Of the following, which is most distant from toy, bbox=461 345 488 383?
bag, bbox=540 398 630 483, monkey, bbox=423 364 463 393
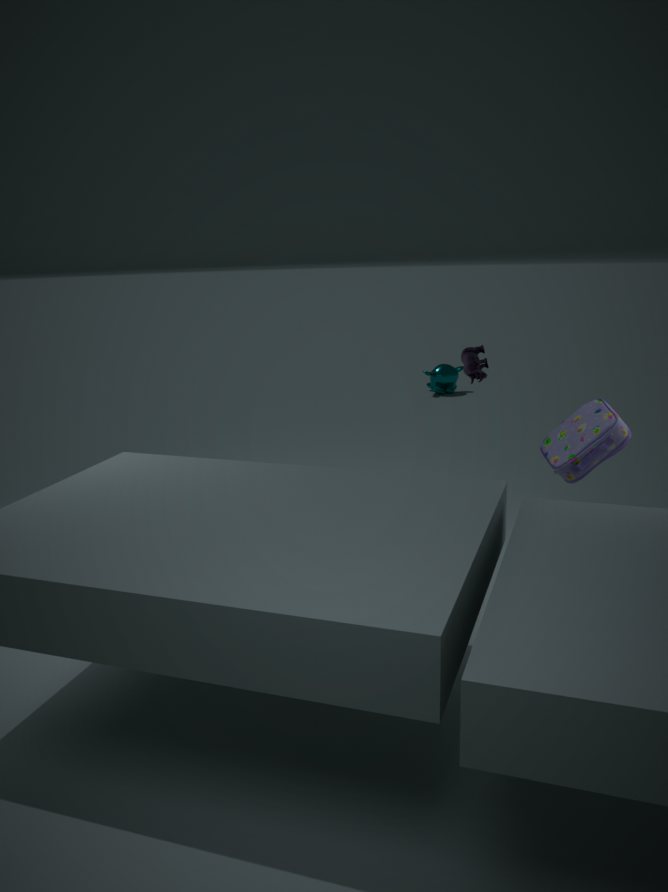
monkey, bbox=423 364 463 393
